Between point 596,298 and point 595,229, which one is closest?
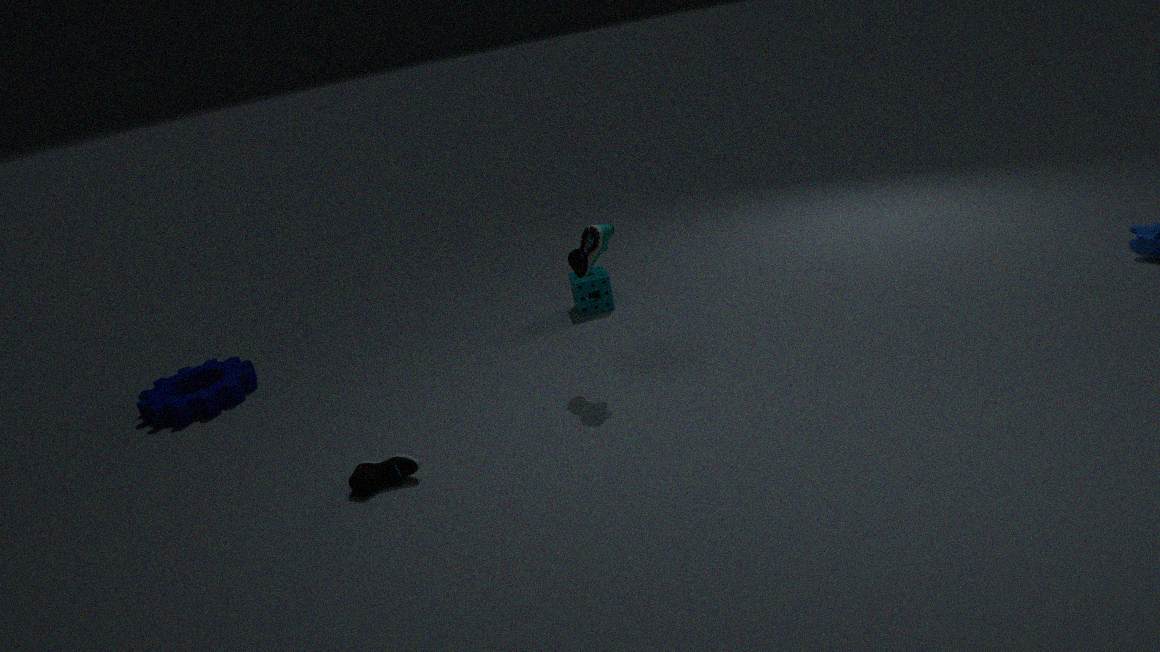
point 595,229
